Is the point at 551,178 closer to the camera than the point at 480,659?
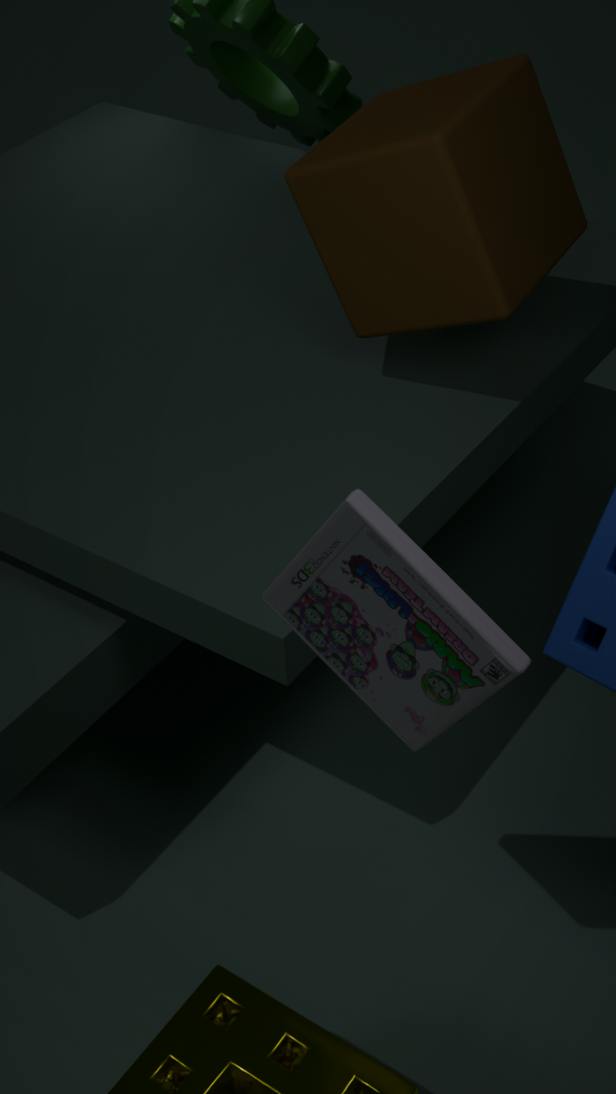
No
